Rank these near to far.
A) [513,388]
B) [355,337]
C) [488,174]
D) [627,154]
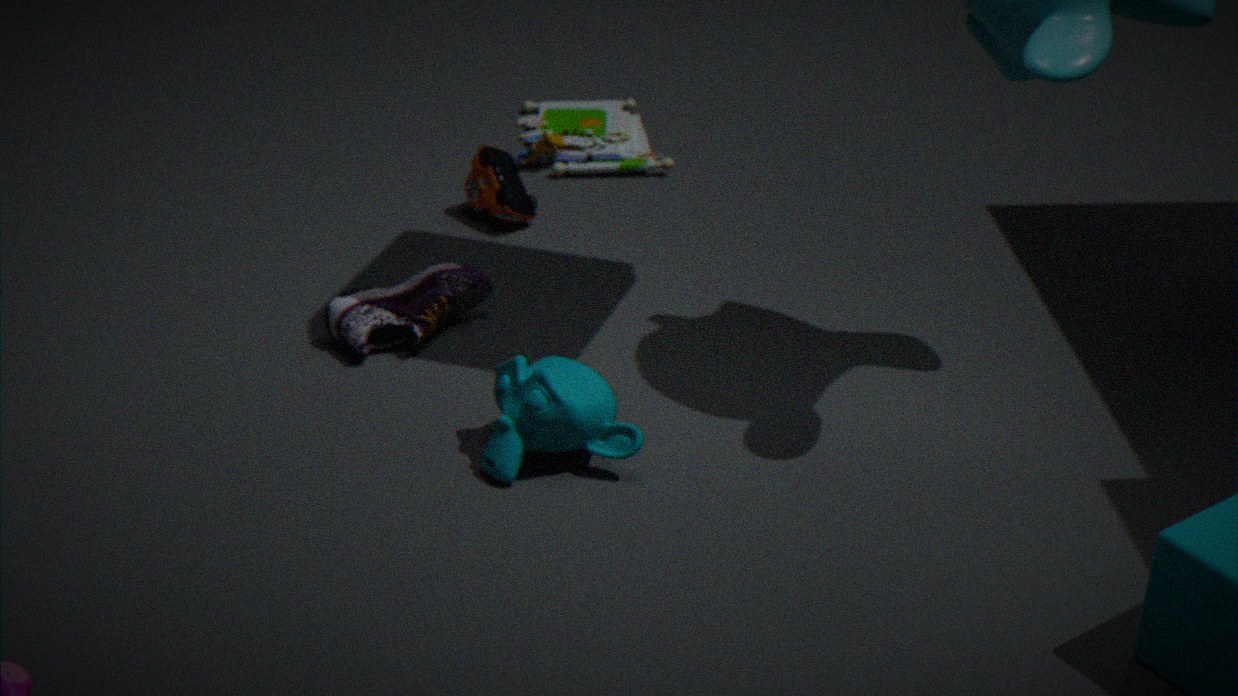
1. [513,388]
2. [355,337]
3. [488,174]
4. [627,154]
